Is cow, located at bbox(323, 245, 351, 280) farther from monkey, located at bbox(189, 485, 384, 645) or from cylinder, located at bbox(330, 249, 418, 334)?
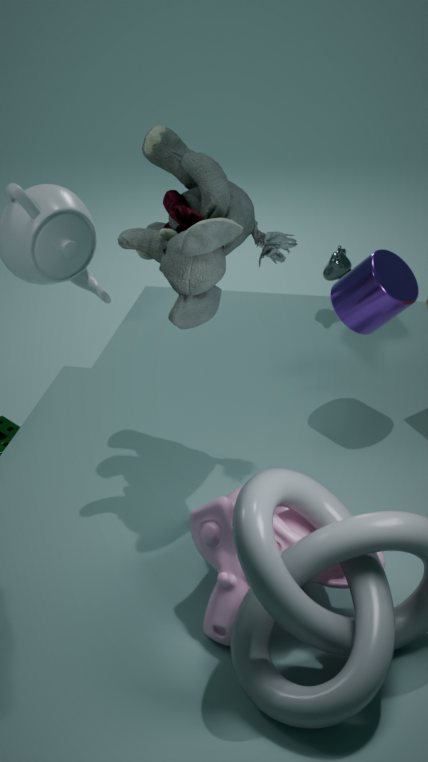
monkey, located at bbox(189, 485, 384, 645)
